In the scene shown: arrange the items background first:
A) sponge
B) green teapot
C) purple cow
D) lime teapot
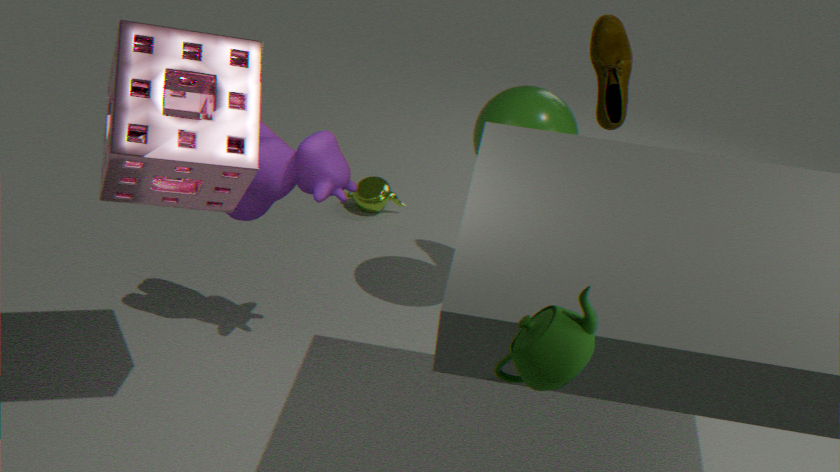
lime teapot < purple cow < sponge < green teapot
